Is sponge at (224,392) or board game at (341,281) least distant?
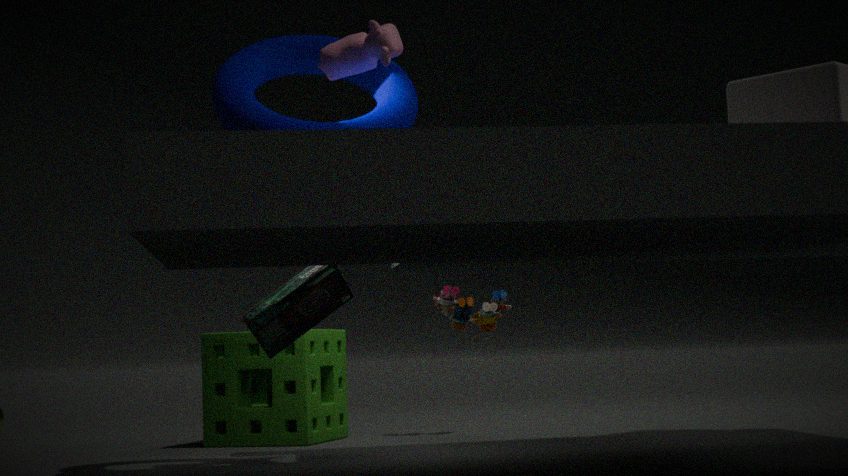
board game at (341,281)
